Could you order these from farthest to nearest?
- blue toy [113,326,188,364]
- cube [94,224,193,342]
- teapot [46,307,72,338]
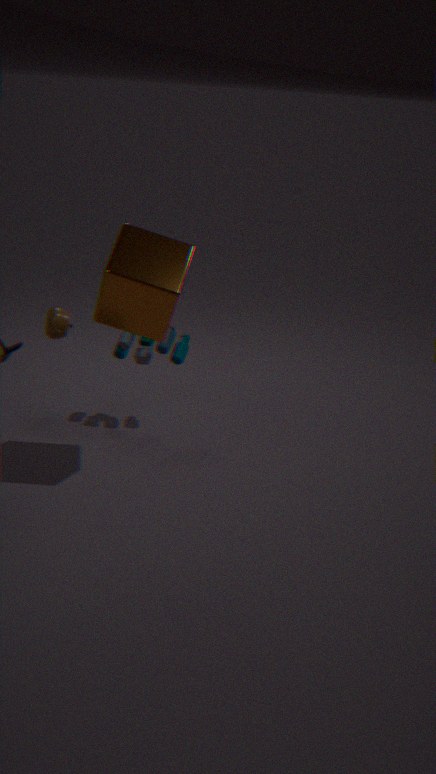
blue toy [113,326,188,364]
teapot [46,307,72,338]
cube [94,224,193,342]
